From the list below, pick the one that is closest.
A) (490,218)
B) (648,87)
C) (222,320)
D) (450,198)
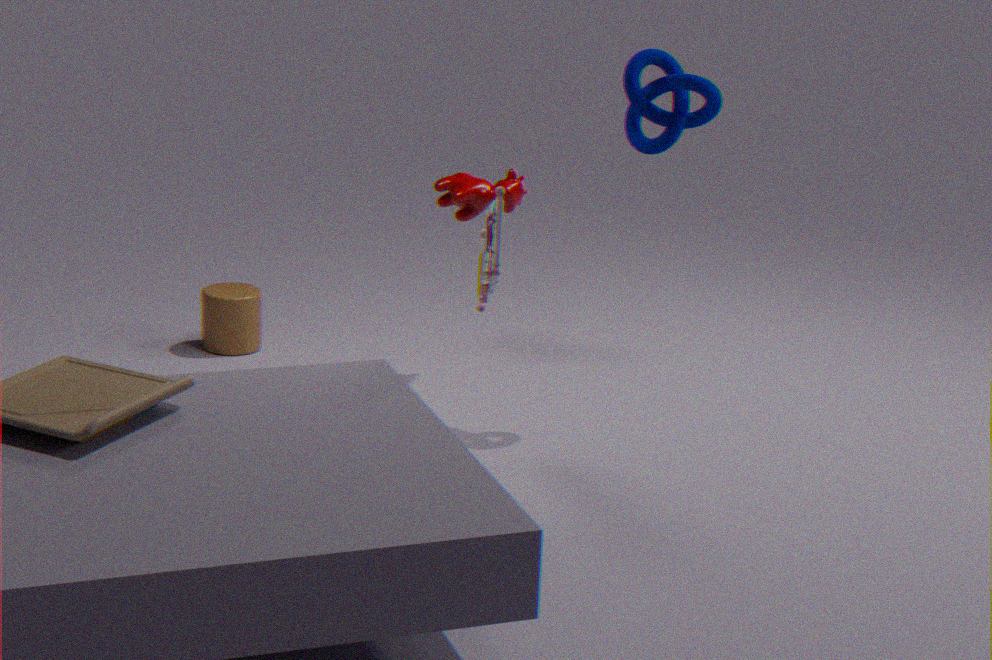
(490,218)
